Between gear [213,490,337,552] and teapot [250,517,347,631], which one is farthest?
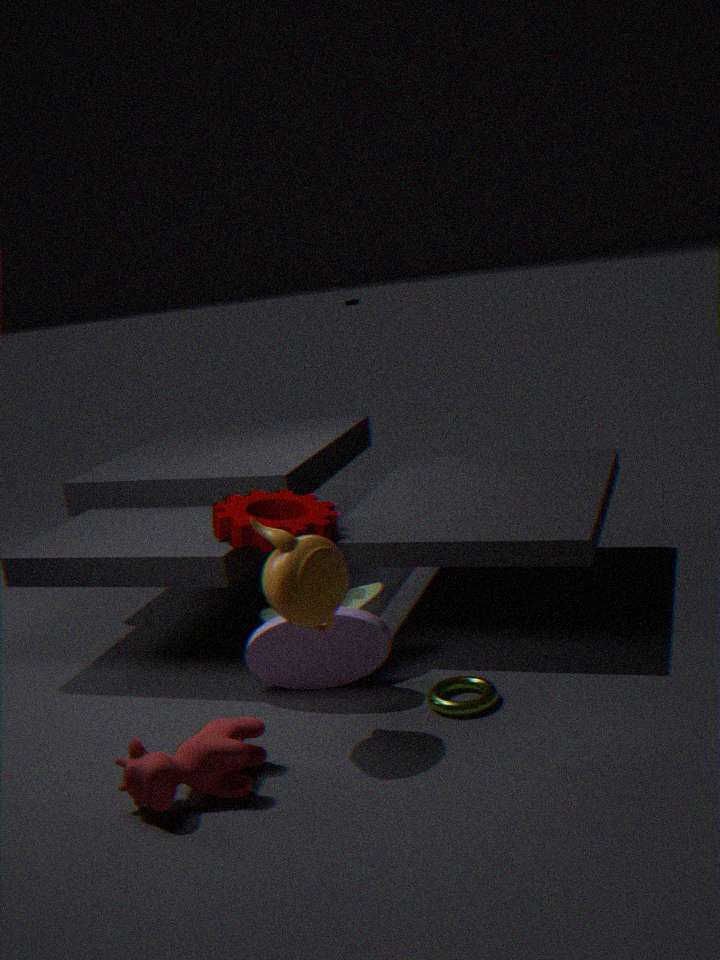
gear [213,490,337,552]
